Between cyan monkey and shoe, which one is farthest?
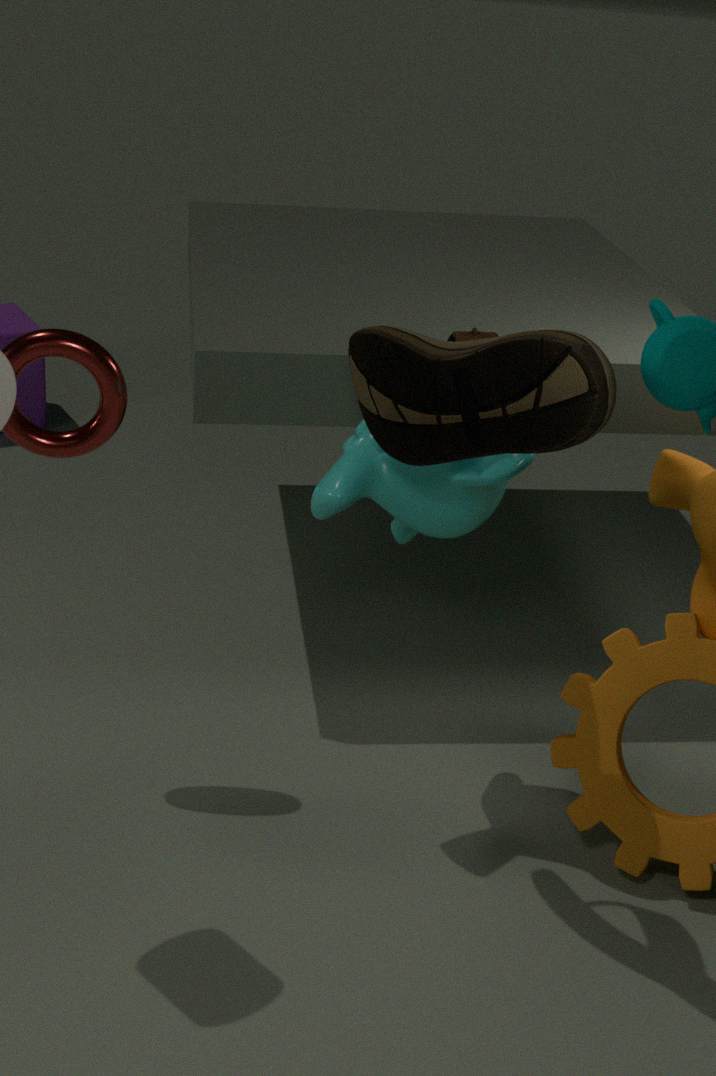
cyan monkey
